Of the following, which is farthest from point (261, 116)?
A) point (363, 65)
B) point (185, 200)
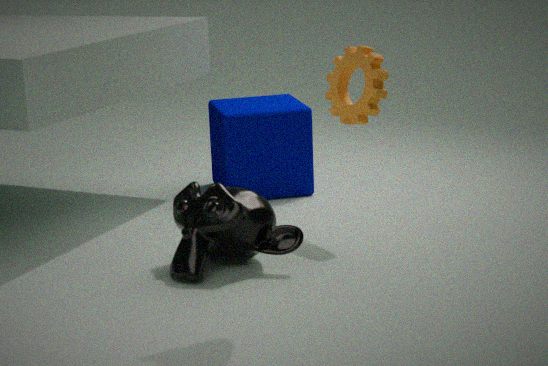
point (185, 200)
